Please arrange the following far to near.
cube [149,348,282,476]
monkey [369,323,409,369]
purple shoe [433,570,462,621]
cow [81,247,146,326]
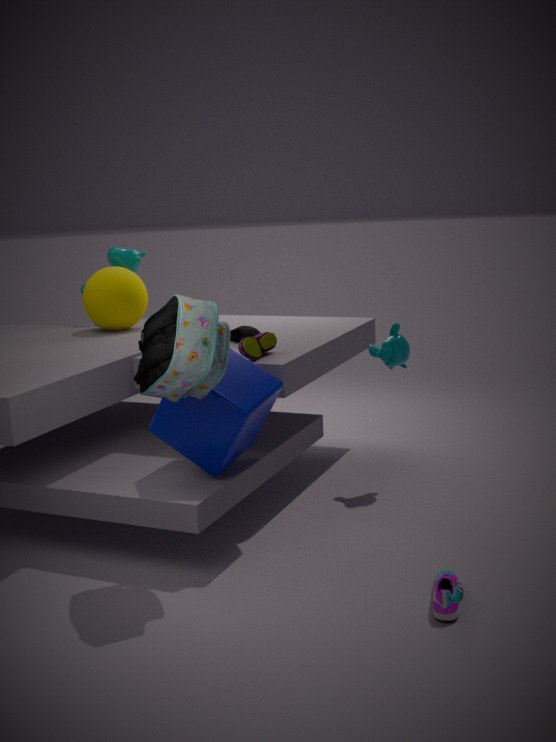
1. cow [81,247,146,326]
2. monkey [369,323,409,369]
3. cube [149,348,282,476]
4. purple shoe [433,570,462,621]
